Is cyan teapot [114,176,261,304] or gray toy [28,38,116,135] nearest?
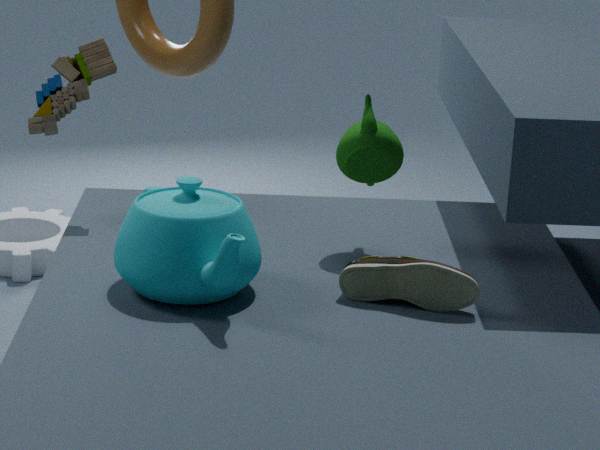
cyan teapot [114,176,261,304]
